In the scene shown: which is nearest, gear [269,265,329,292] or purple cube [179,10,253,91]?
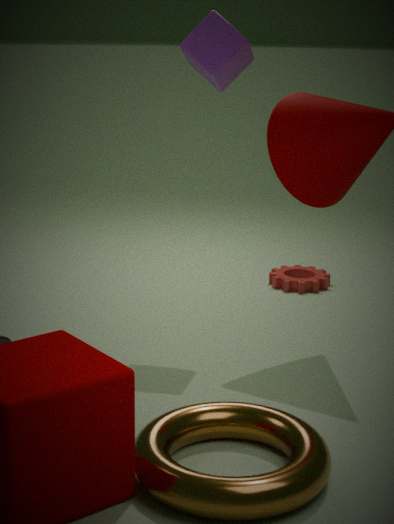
purple cube [179,10,253,91]
